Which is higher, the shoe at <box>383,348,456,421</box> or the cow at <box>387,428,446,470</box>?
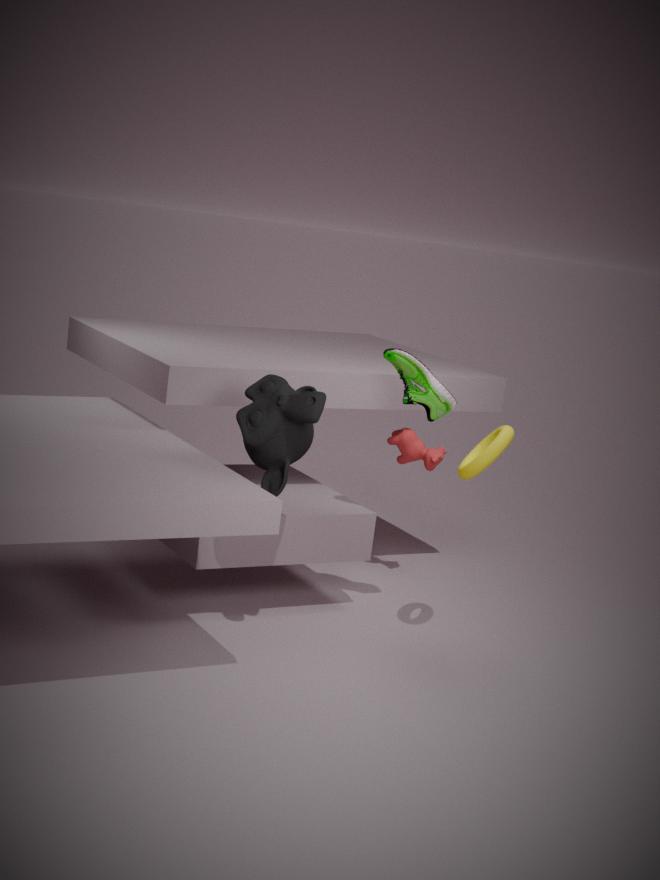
the shoe at <box>383,348,456,421</box>
